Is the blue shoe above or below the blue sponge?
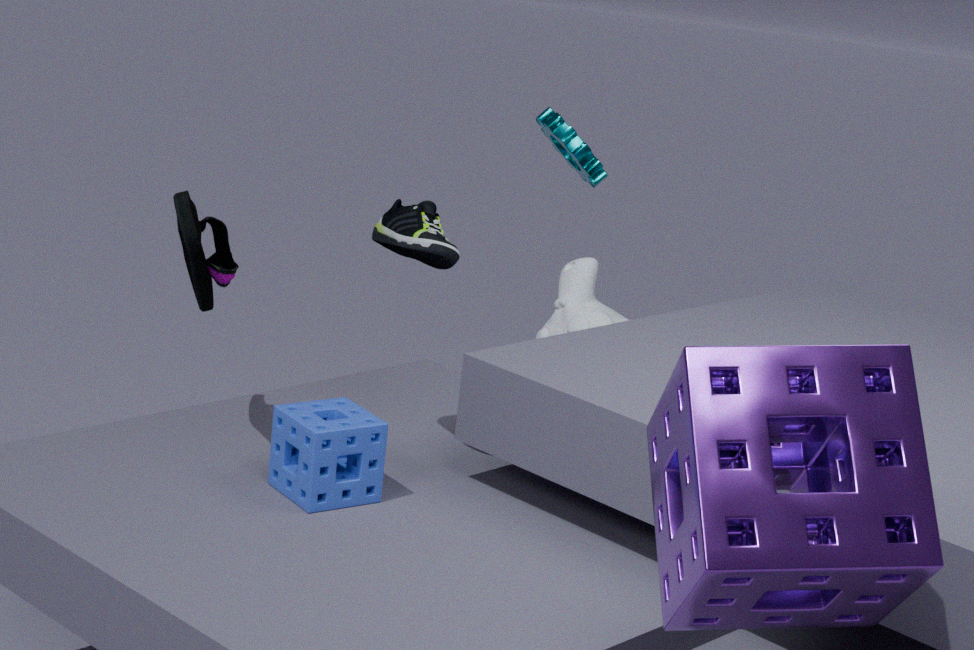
above
